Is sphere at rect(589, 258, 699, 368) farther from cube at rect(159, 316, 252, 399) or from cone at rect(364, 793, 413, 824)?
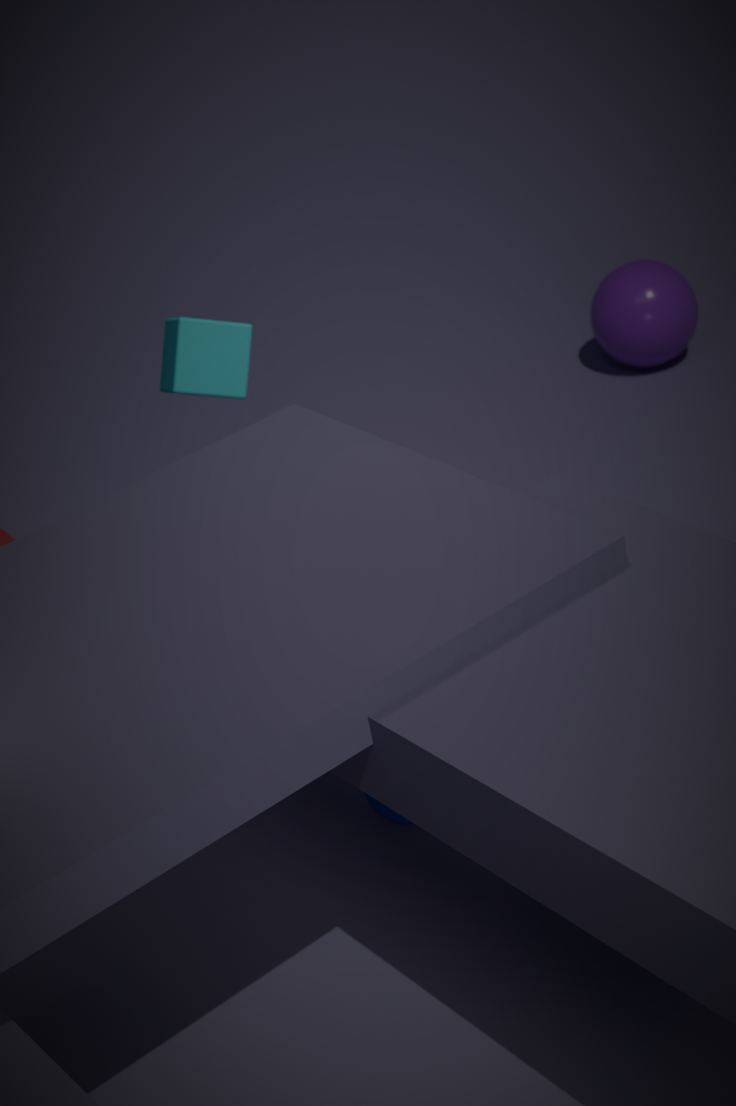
cone at rect(364, 793, 413, 824)
